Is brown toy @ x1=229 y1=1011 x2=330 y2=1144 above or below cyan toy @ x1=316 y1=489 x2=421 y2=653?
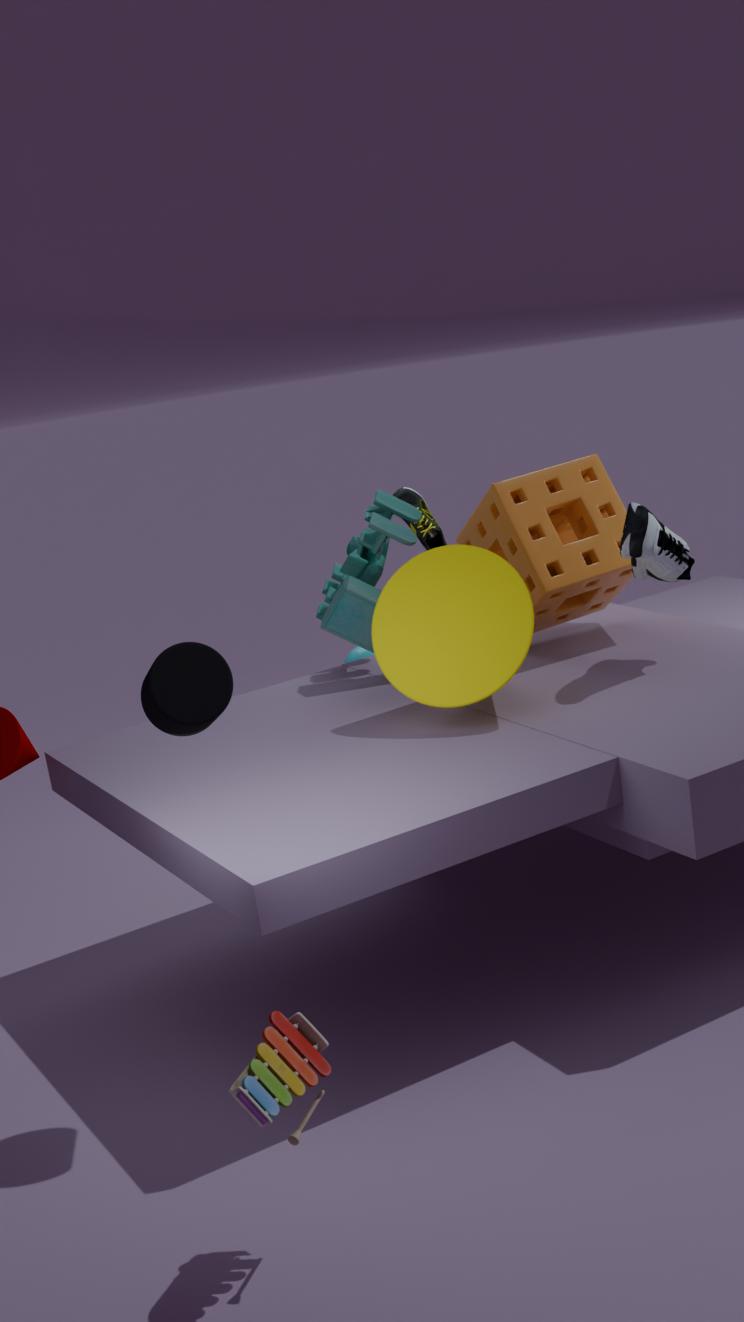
below
